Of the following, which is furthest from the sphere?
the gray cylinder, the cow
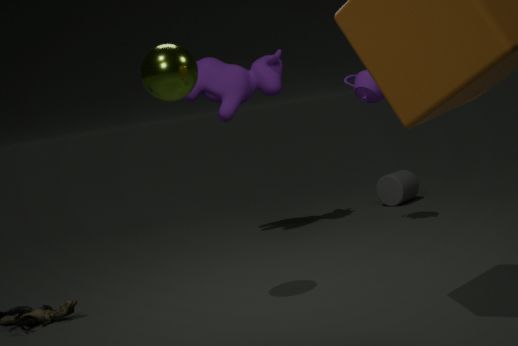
the gray cylinder
